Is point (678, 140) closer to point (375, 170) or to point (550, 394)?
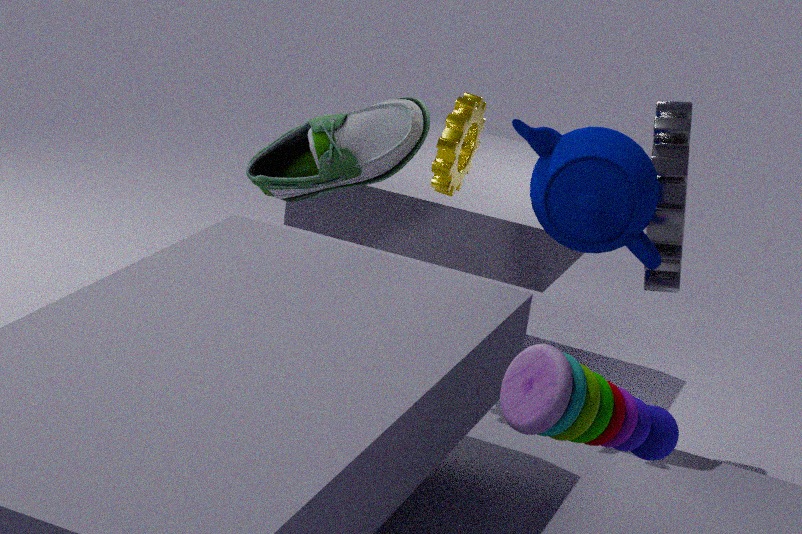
point (375, 170)
